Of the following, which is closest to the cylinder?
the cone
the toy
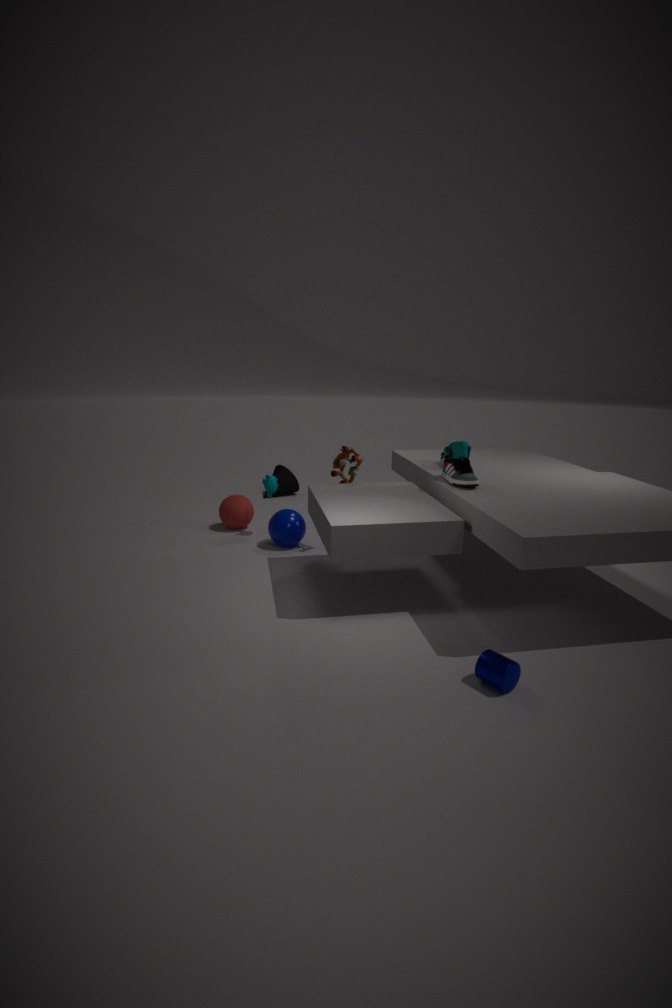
the toy
